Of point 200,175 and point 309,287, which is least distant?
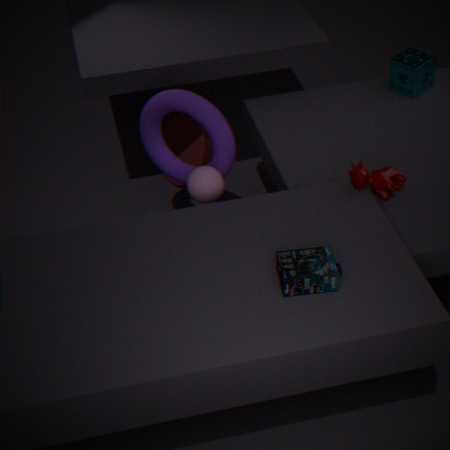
point 309,287
